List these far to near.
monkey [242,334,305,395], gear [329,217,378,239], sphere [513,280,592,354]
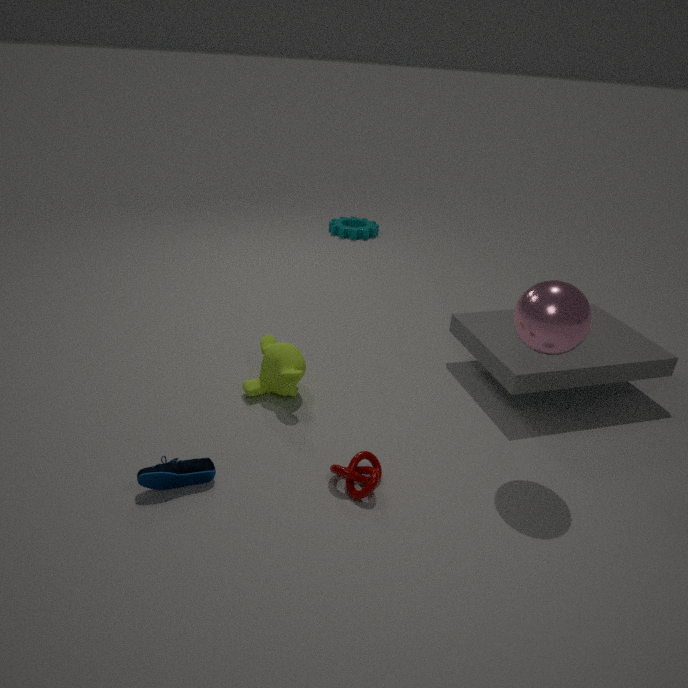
gear [329,217,378,239] → monkey [242,334,305,395] → sphere [513,280,592,354]
